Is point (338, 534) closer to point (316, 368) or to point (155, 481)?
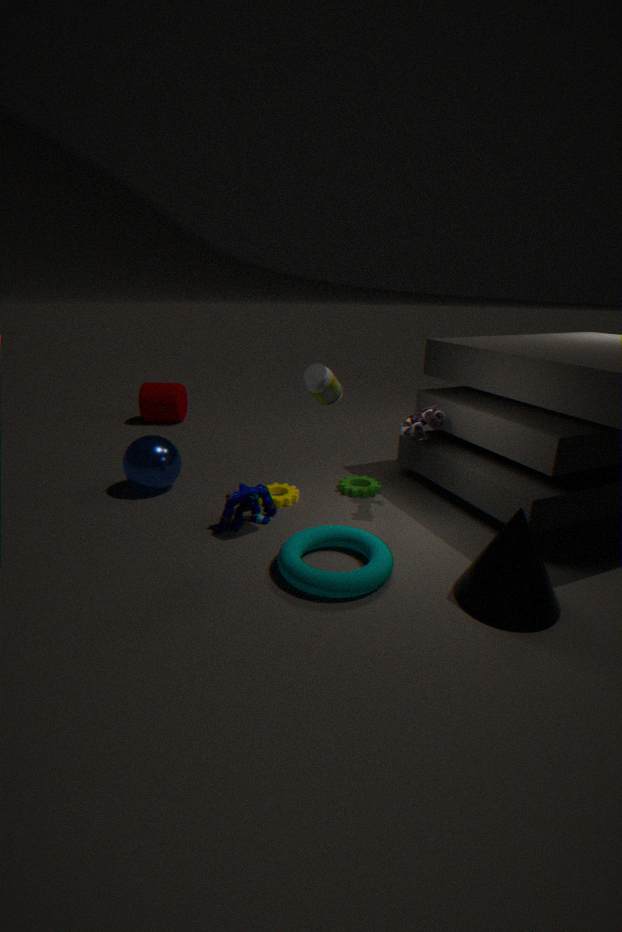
point (316, 368)
